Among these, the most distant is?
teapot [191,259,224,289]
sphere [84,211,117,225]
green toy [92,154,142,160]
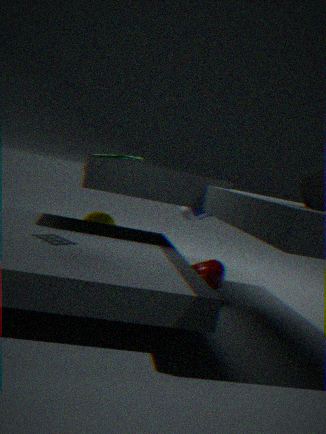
sphere [84,211,117,225]
